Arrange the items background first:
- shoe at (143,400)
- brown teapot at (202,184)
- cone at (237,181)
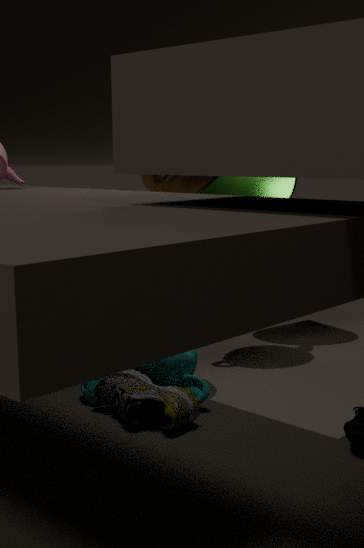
cone at (237,181)
brown teapot at (202,184)
shoe at (143,400)
